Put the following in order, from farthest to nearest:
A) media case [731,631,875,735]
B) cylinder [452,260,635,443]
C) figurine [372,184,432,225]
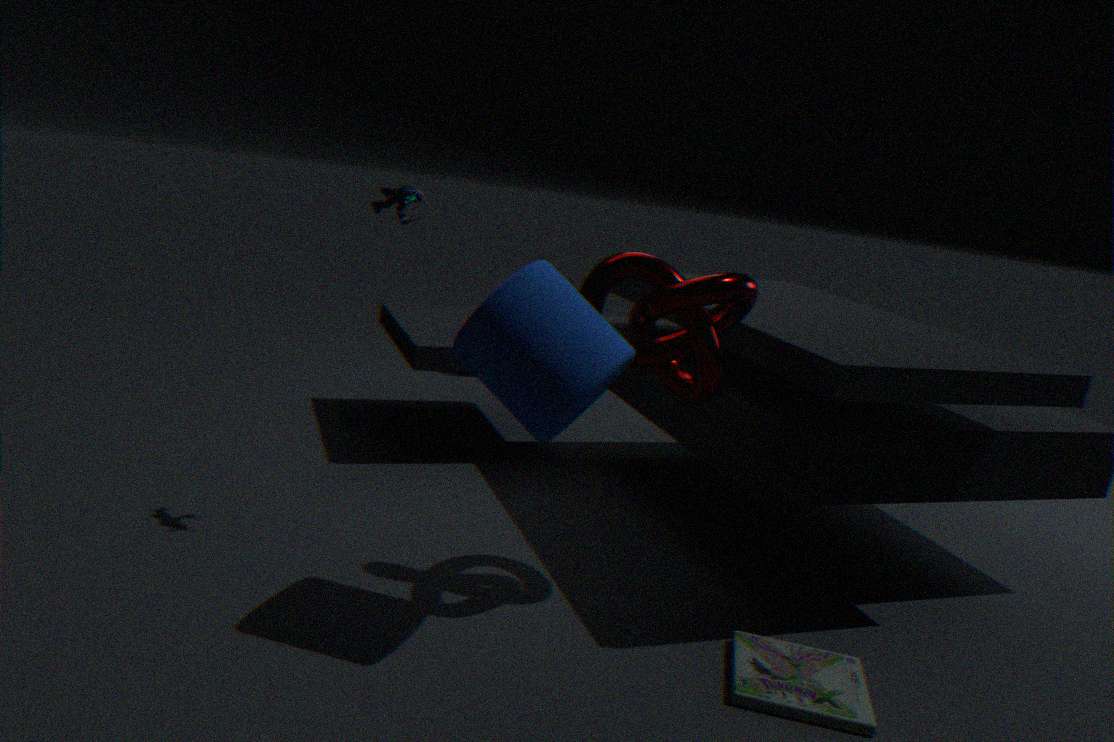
figurine [372,184,432,225] < media case [731,631,875,735] < cylinder [452,260,635,443]
